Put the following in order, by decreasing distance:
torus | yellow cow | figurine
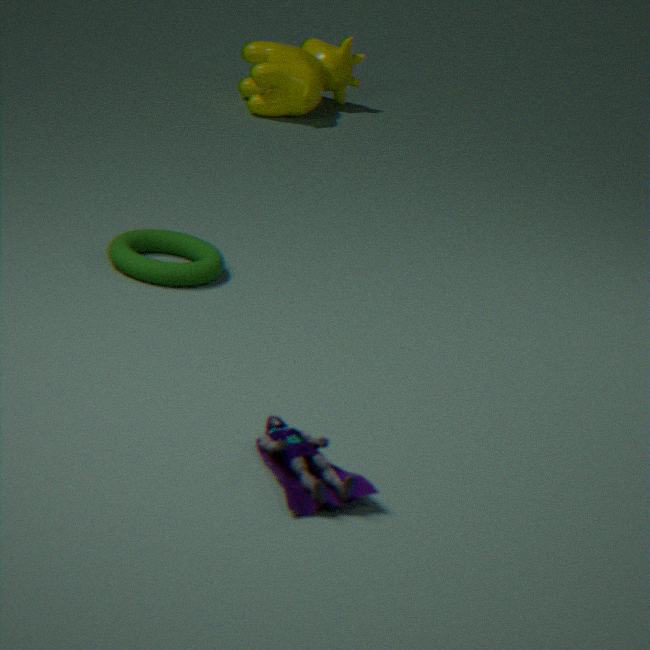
yellow cow < torus < figurine
